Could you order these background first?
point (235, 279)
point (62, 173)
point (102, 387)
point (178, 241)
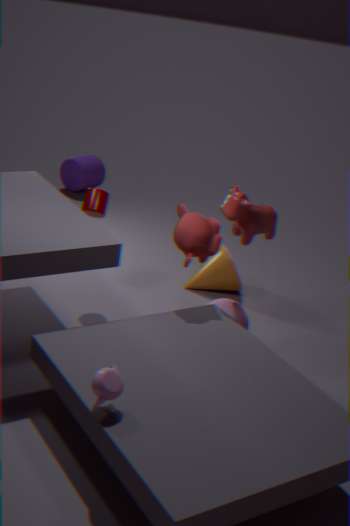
point (62, 173) → point (235, 279) → point (178, 241) → point (102, 387)
